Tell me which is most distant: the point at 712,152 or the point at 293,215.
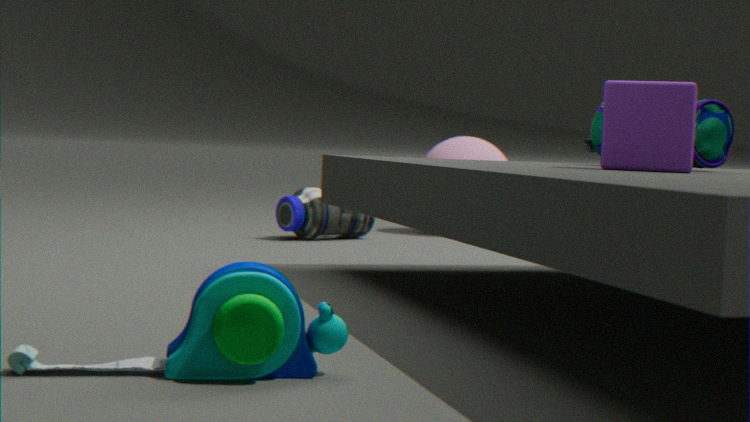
the point at 293,215
